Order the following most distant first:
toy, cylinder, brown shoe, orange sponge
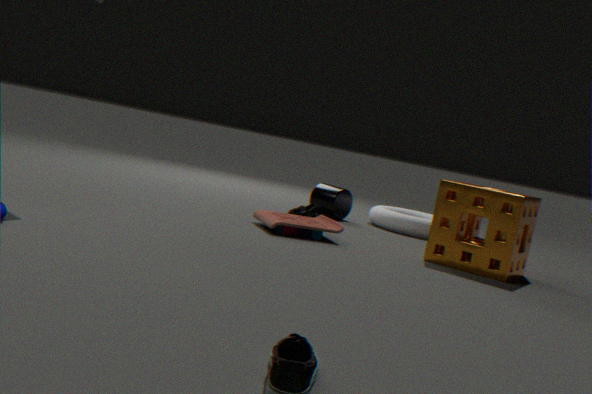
cylinder
brown shoe
toy
orange sponge
